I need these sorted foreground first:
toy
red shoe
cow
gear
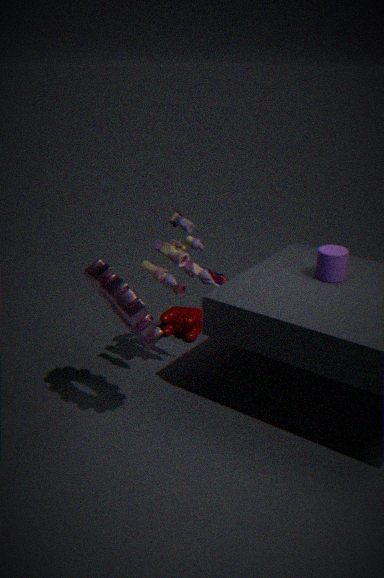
gear → toy → cow → red shoe
